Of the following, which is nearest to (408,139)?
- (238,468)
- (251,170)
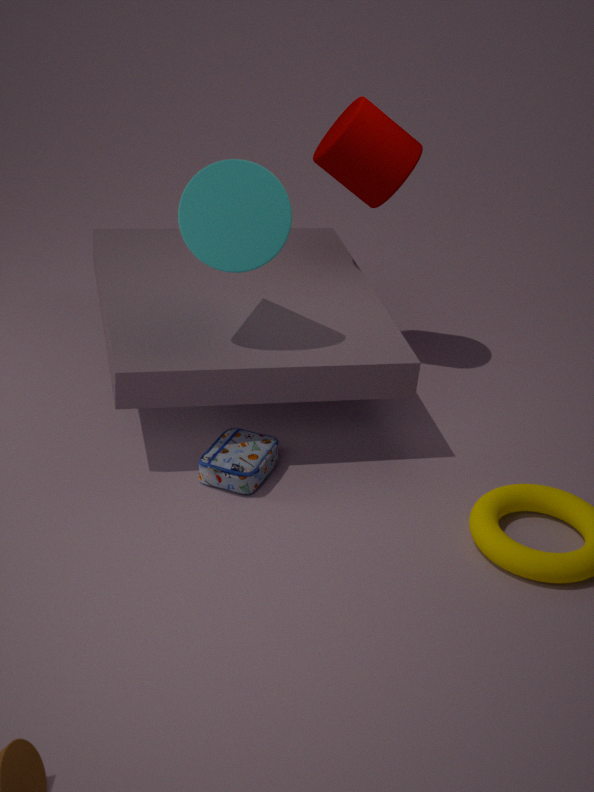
(251,170)
